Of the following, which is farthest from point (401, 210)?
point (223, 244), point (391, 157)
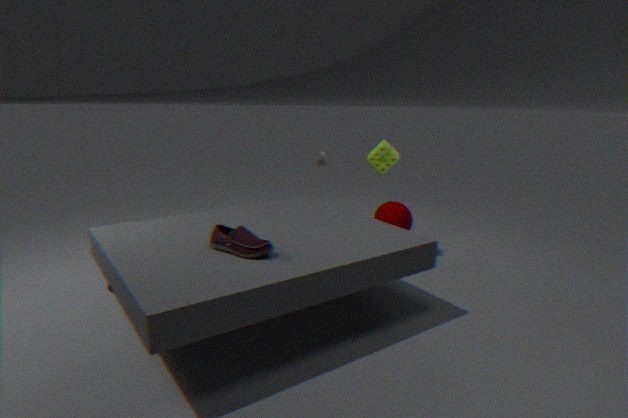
point (223, 244)
